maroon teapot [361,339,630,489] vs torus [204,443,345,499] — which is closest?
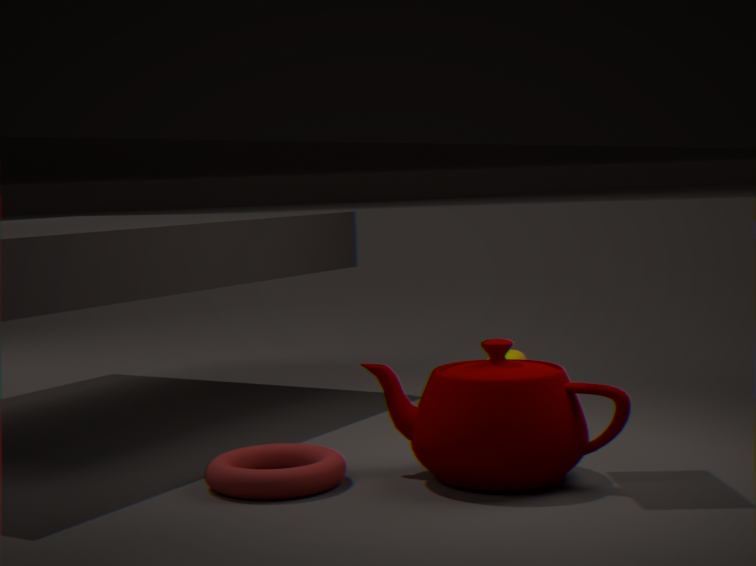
maroon teapot [361,339,630,489]
